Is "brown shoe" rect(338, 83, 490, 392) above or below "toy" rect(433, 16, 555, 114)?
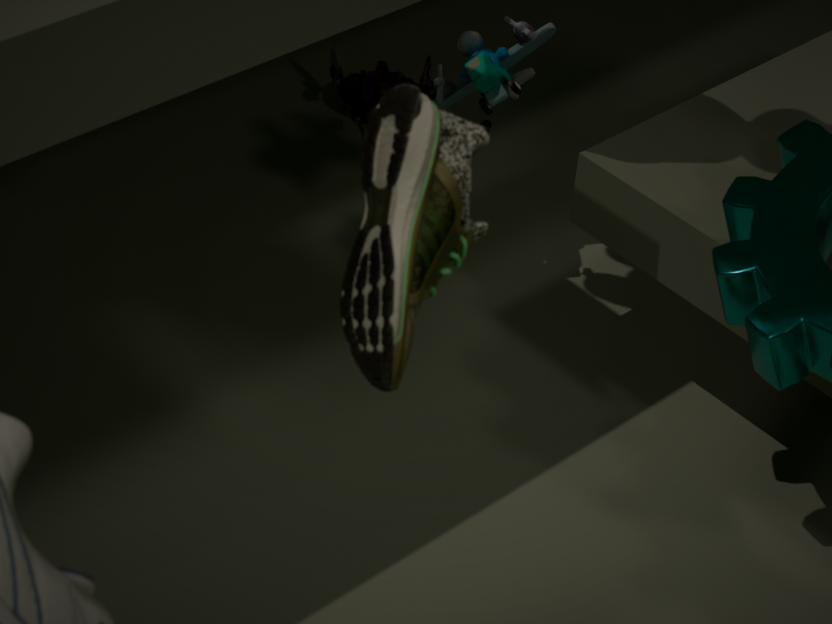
above
